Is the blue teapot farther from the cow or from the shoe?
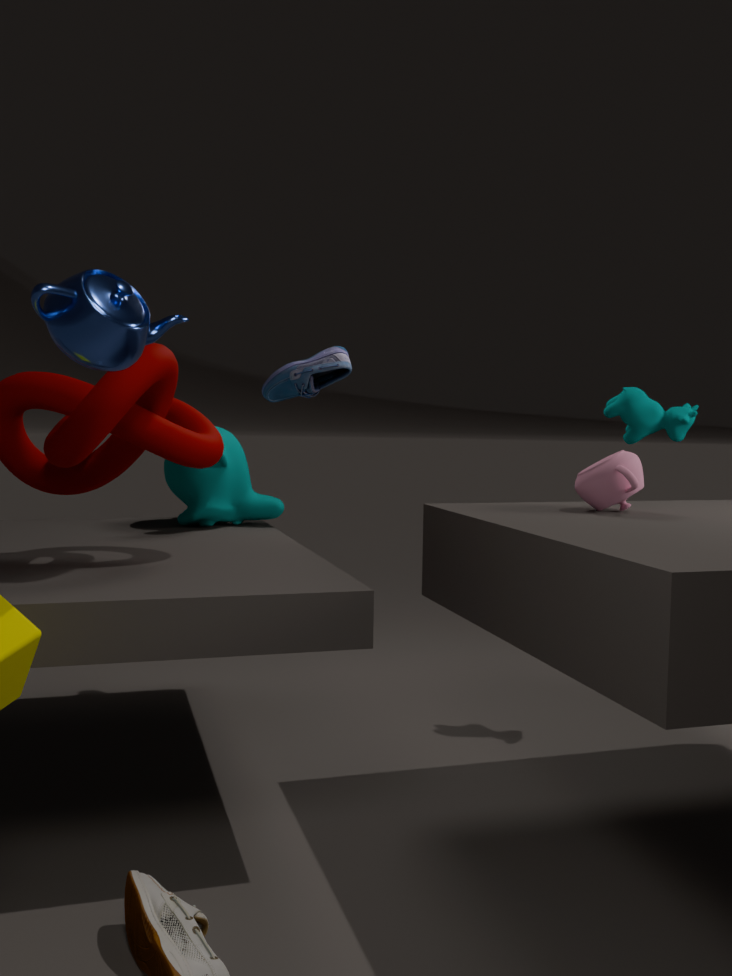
the cow
